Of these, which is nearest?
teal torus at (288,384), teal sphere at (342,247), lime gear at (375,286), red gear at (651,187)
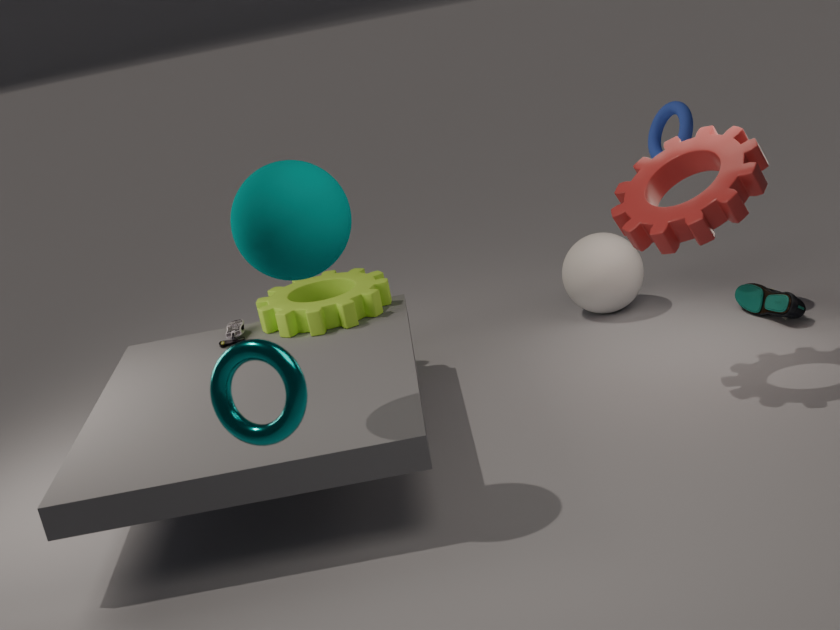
teal torus at (288,384)
